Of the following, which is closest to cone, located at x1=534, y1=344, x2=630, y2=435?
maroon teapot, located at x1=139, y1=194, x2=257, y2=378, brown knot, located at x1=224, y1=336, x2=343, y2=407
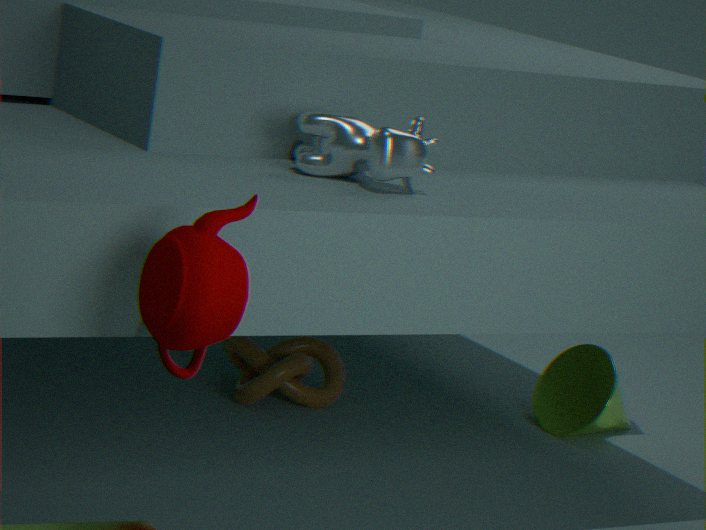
brown knot, located at x1=224, y1=336, x2=343, y2=407
